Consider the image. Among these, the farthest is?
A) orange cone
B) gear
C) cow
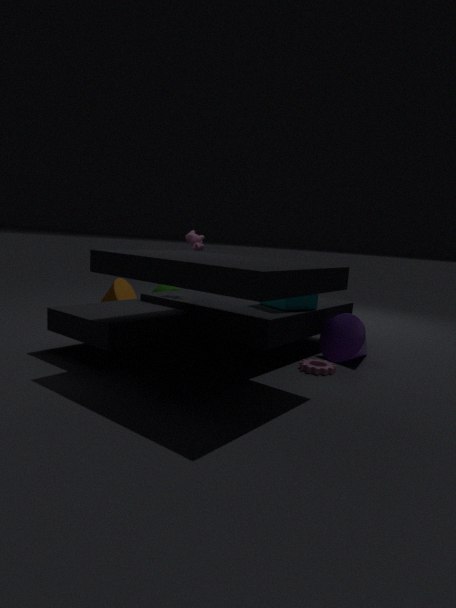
orange cone
